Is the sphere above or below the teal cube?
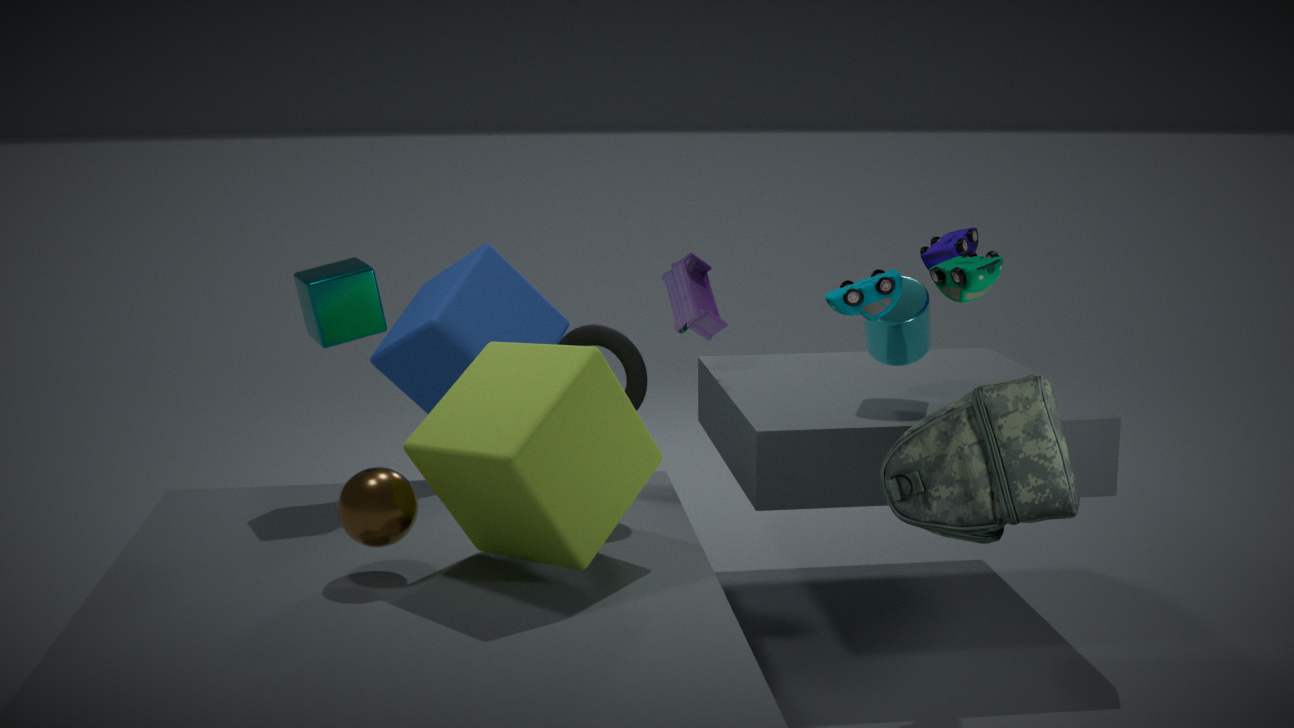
below
